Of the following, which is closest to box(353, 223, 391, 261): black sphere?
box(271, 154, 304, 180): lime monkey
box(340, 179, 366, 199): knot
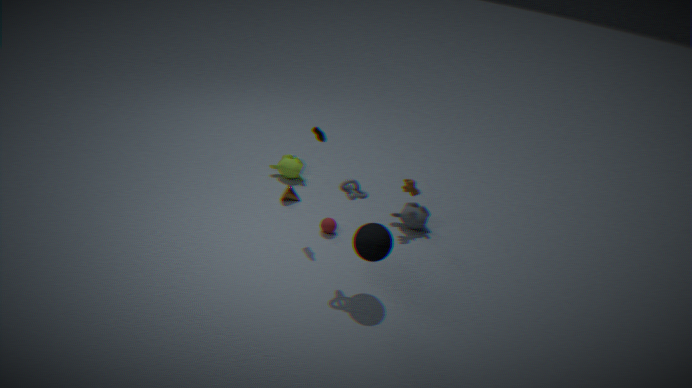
box(340, 179, 366, 199): knot
